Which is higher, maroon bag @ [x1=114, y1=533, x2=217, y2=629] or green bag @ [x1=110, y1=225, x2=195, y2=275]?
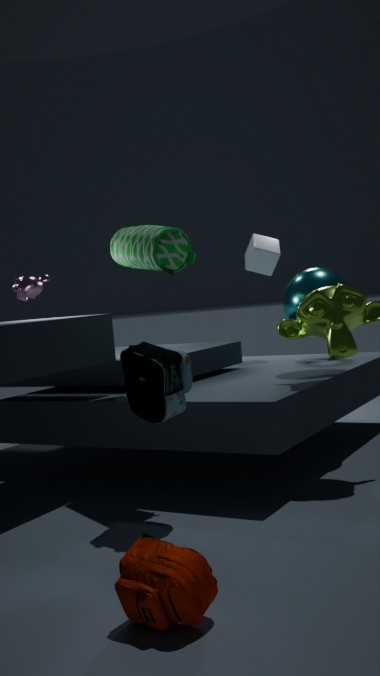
green bag @ [x1=110, y1=225, x2=195, y2=275]
